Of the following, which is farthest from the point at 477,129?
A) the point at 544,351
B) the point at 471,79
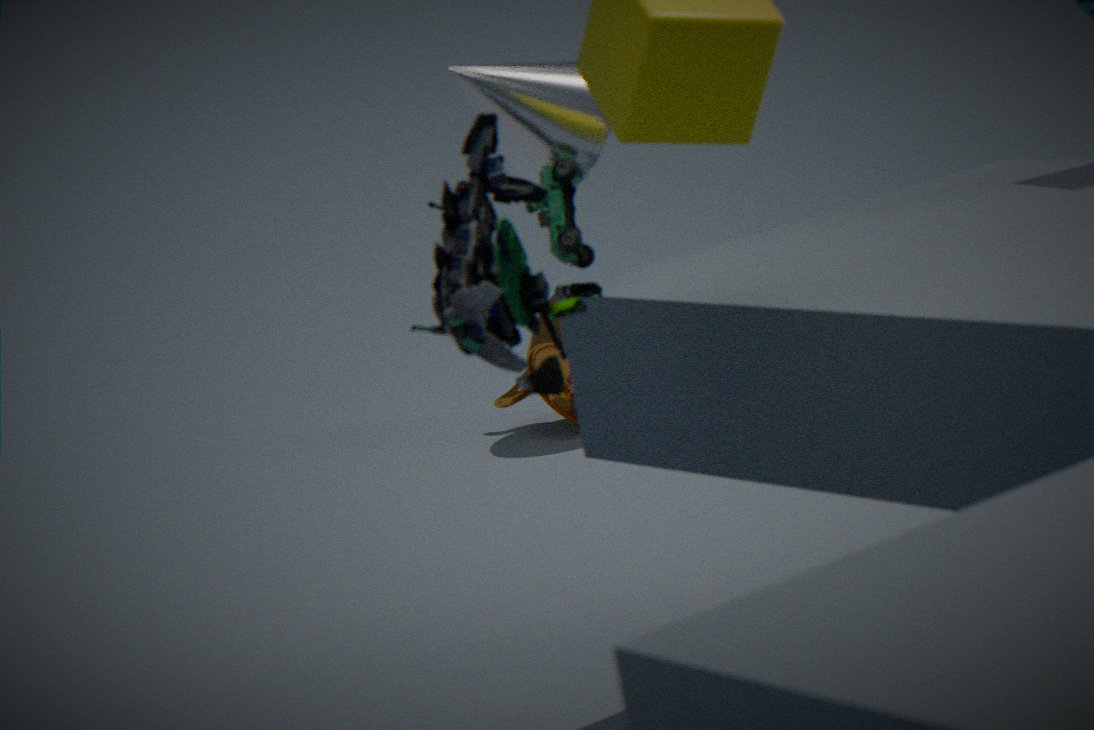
the point at 544,351
